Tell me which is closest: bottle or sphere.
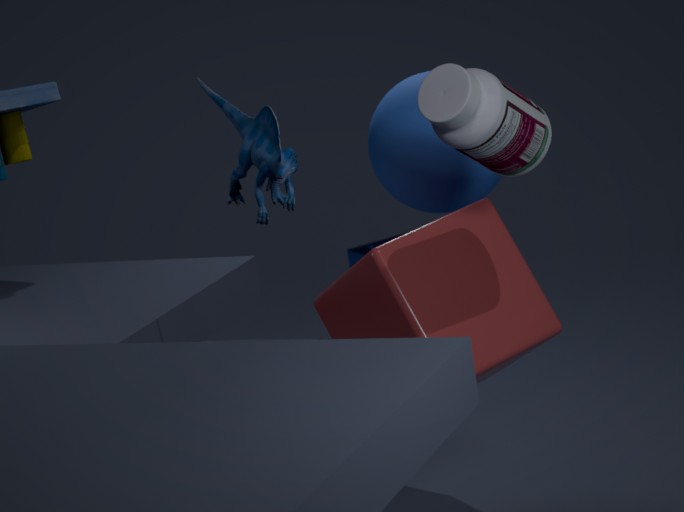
bottle
